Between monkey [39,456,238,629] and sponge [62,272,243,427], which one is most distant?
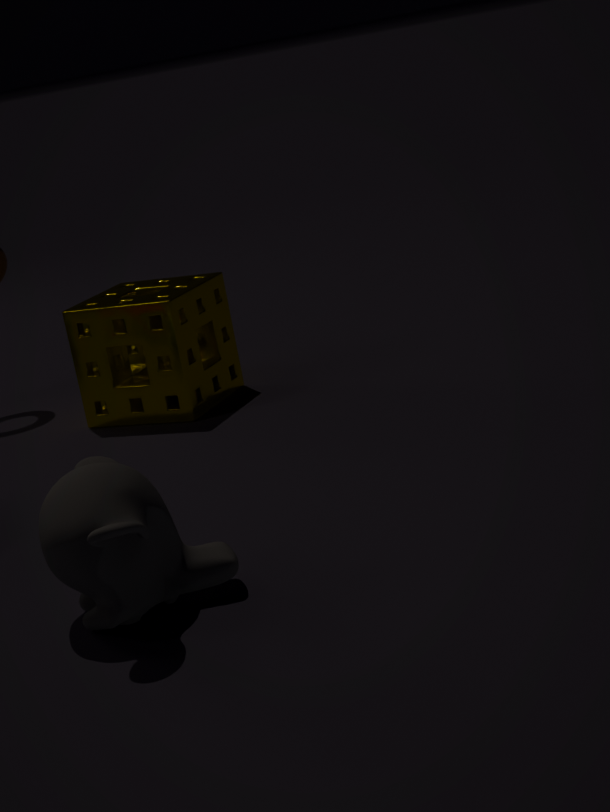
sponge [62,272,243,427]
